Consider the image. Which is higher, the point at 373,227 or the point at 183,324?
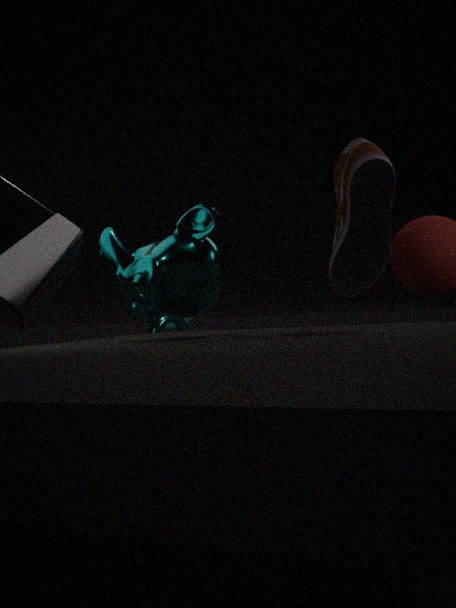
the point at 373,227
